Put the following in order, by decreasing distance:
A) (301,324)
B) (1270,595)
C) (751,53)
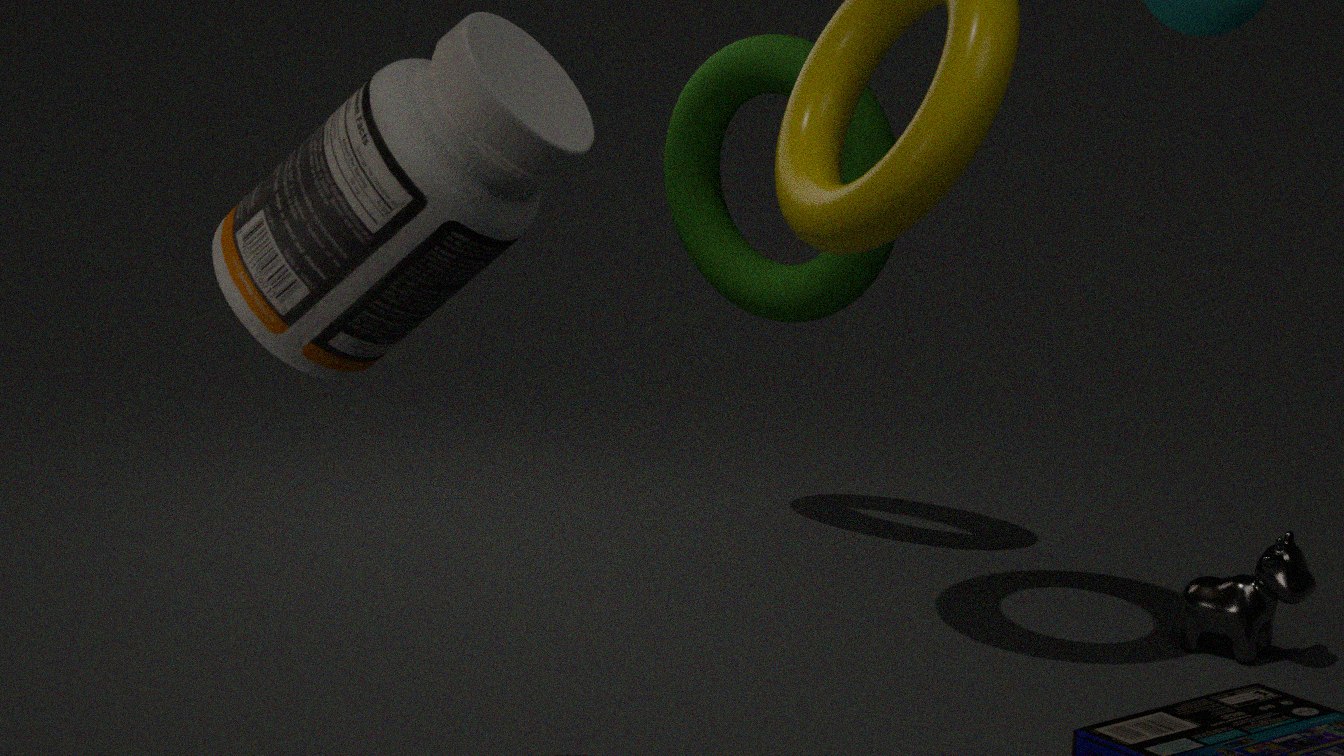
1. (751,53)
2. (1270,595)
3. (301,324)
